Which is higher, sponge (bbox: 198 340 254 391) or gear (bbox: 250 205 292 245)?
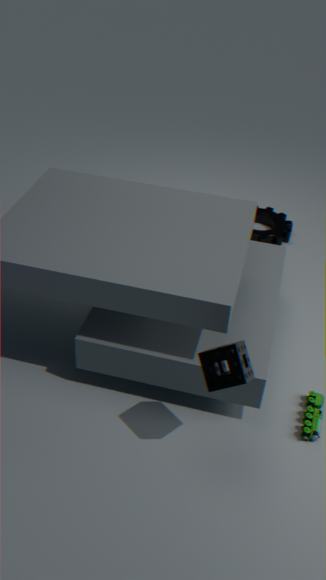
sponge (bbox: 198 340 254 391)
